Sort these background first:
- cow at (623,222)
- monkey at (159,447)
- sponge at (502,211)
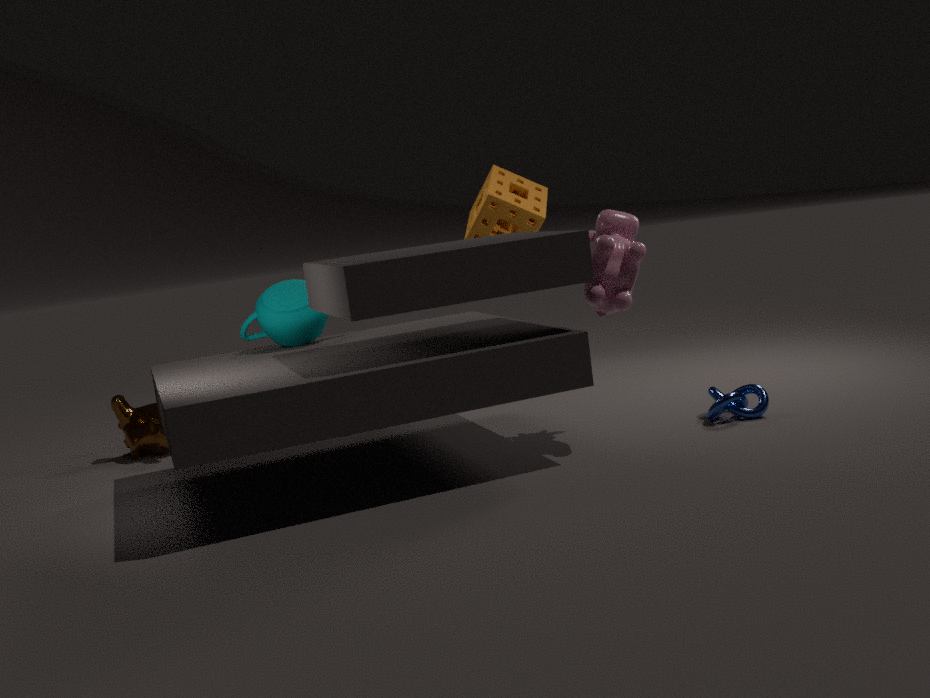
sponge at (502,211) < monkey at (159,447) < cow at (623,222)
